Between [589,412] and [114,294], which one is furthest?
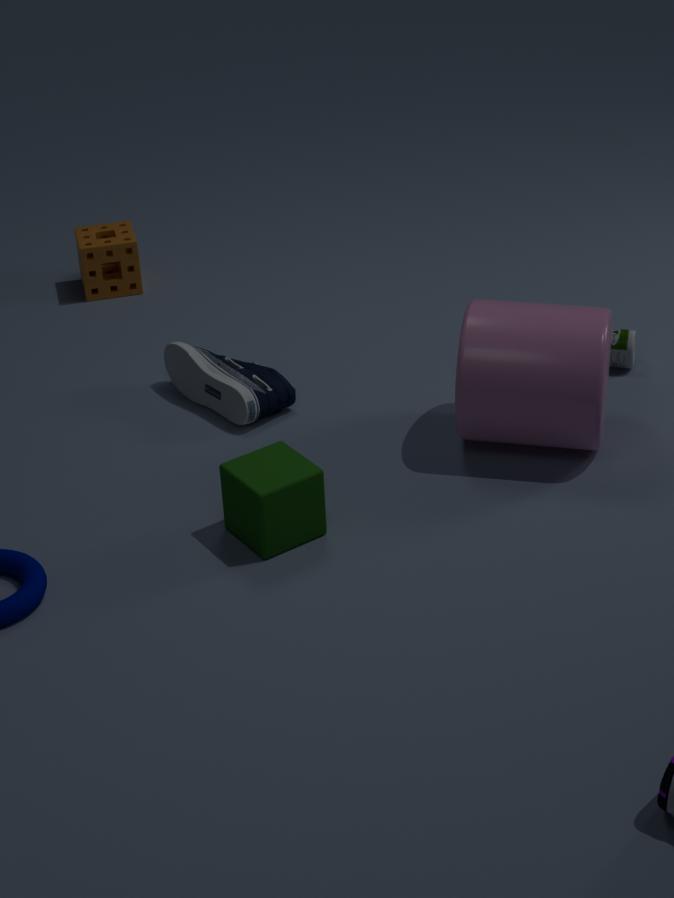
[114,294]
